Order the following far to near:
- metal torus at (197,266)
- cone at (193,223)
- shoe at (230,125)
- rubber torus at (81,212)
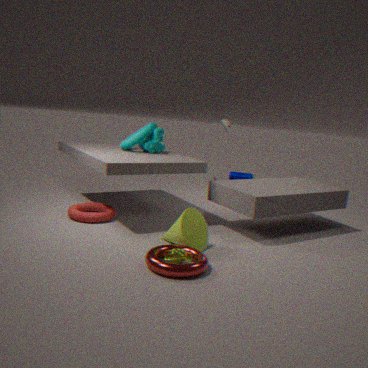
shoe at (230,125) → rubber torus at (81,212) → cone at (193,223) → metal torus at (197,266)
